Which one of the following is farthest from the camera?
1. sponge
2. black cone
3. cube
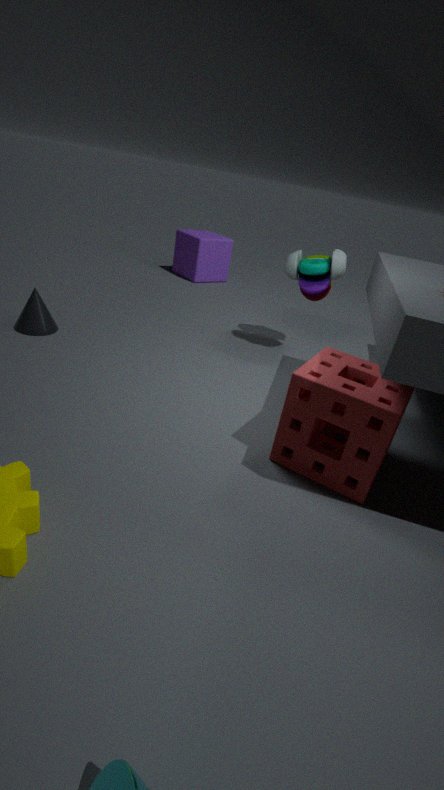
cube
